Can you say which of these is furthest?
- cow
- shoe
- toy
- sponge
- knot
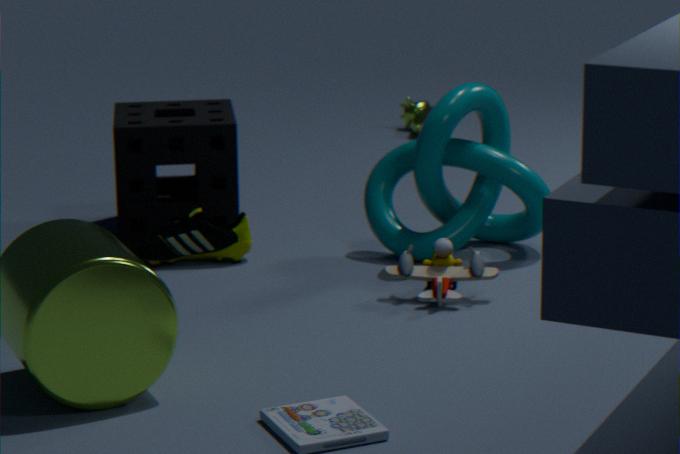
cow
